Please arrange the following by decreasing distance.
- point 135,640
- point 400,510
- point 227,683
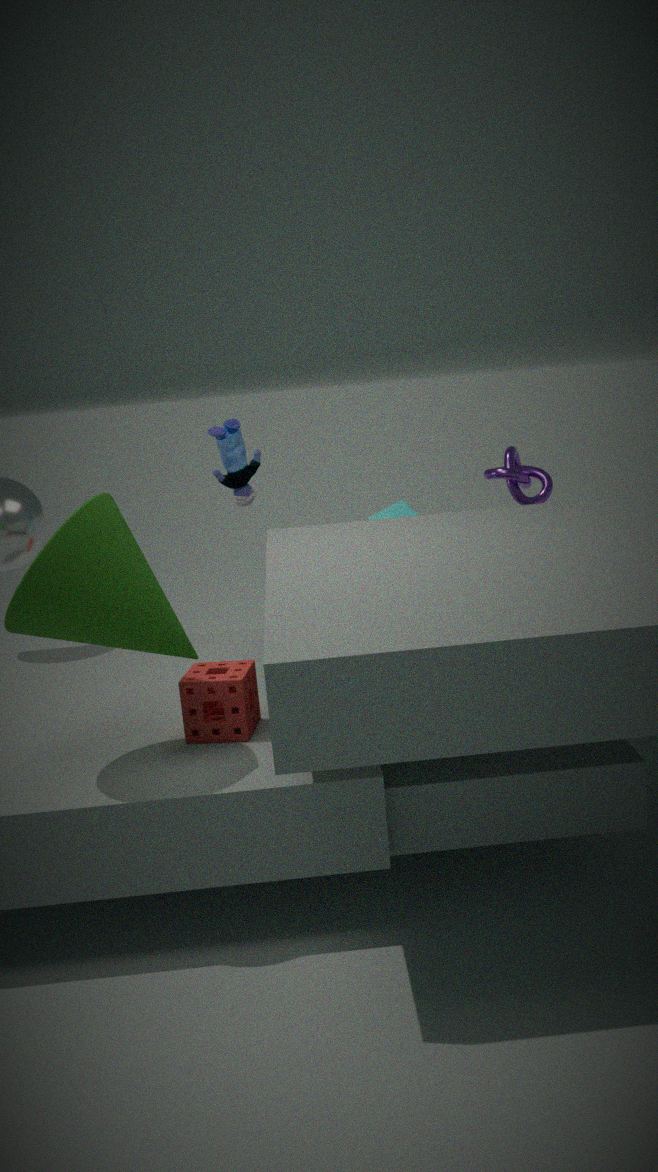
1. point 400,510
2. point 227,683
3. point 135,640
